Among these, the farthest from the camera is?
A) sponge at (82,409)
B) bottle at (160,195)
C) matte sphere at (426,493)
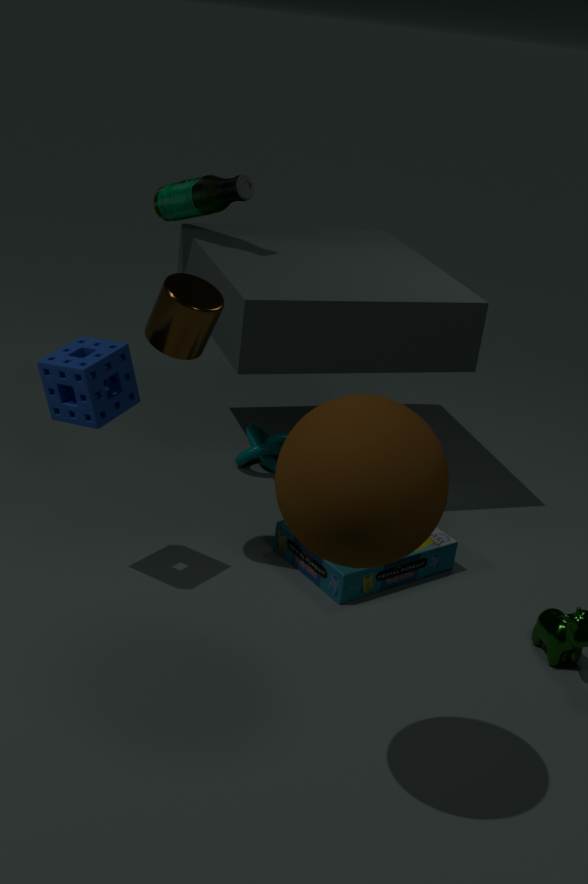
bottle at (160,195)
